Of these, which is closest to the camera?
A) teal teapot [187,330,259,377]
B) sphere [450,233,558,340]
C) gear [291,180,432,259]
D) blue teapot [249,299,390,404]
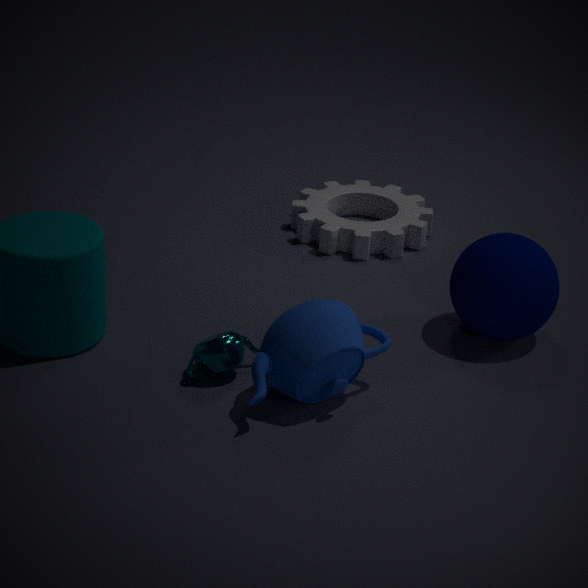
blue teapot [249,299,390,404]
